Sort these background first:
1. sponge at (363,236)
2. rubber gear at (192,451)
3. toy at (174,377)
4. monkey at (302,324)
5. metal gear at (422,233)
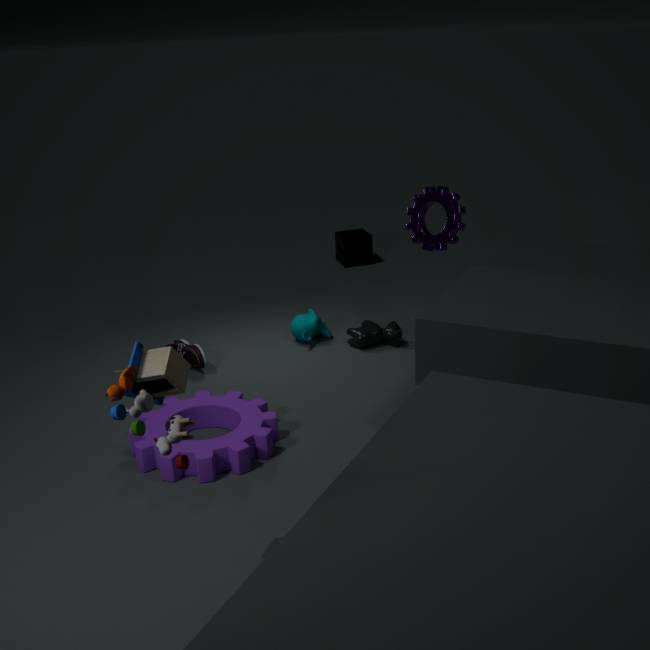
sponge at (363,236), monkey at (302,324), metal gear at (422,233), rubber gear at (192,451), toy at (174,377)
